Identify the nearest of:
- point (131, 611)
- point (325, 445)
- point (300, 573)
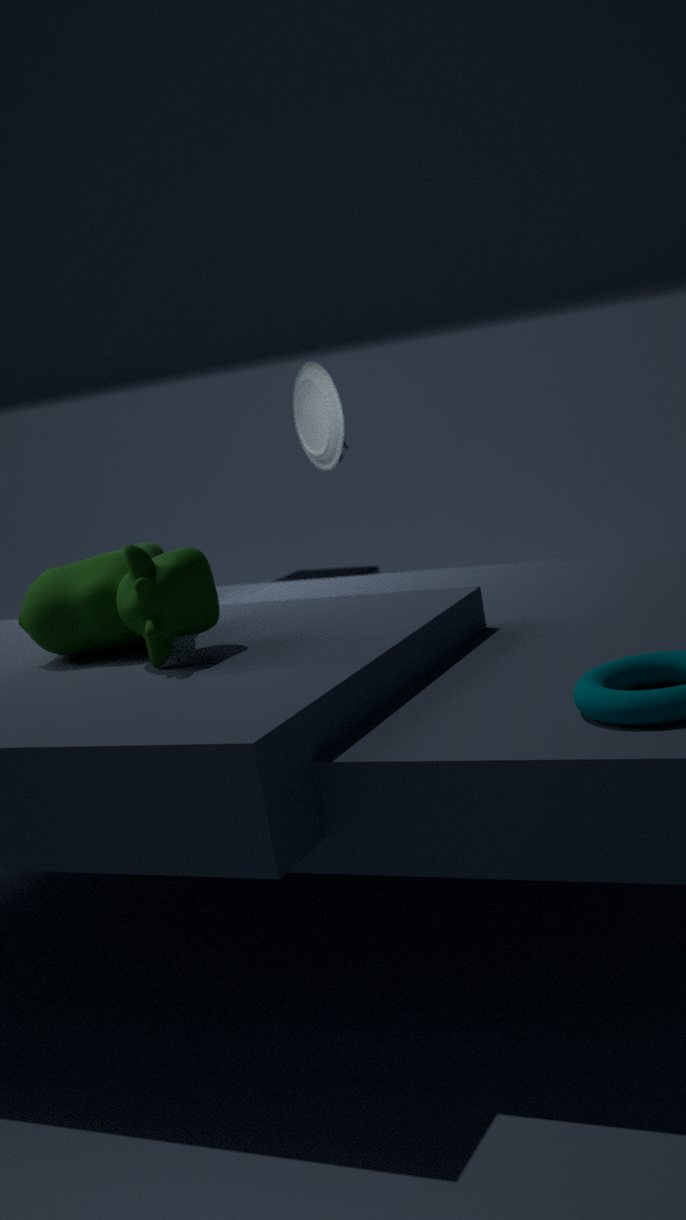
point (131, 611)
